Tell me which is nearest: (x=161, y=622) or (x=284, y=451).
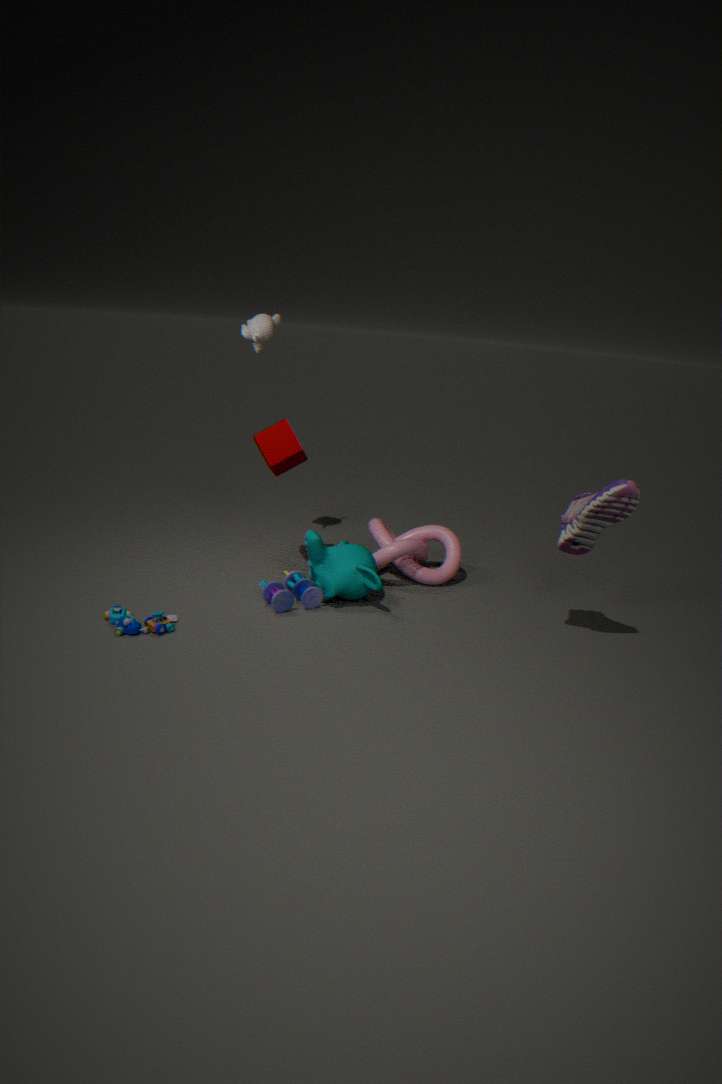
(x=161, y=622)
